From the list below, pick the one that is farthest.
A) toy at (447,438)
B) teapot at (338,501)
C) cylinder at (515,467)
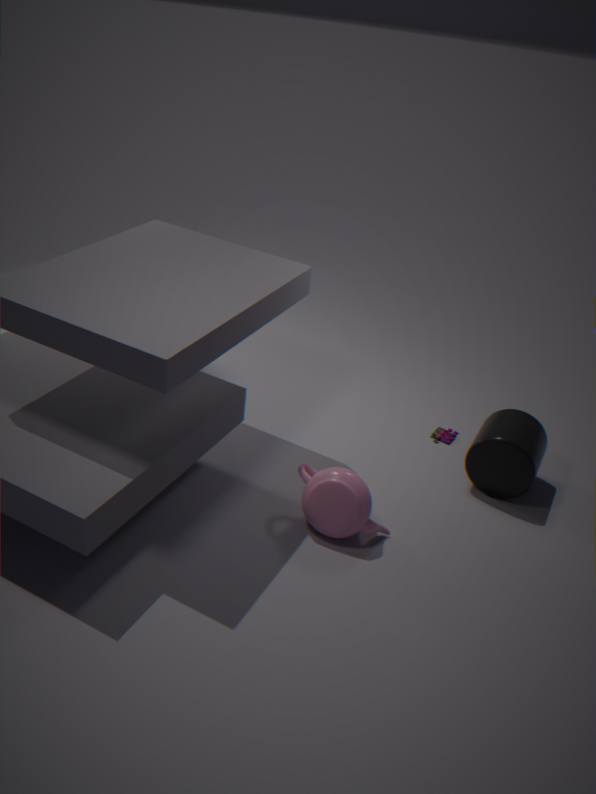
A. toy at (447,438)
